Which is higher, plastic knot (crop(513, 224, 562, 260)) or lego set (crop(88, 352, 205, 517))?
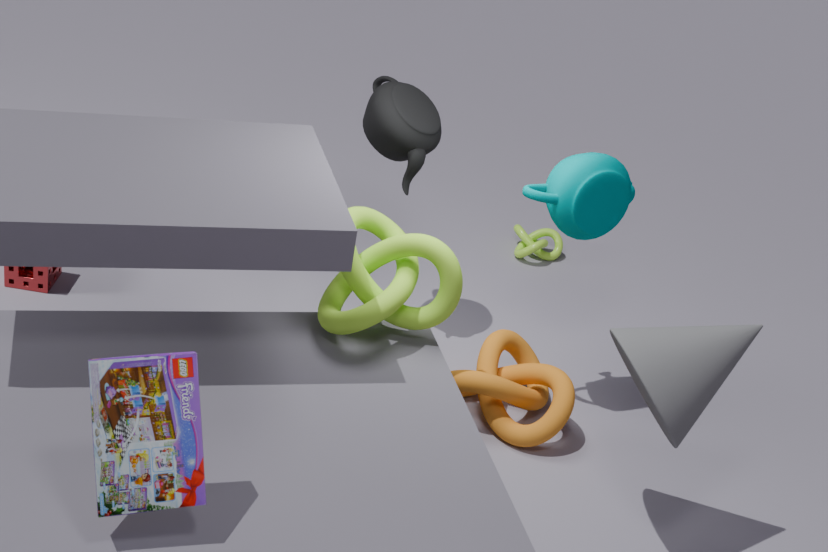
lego set (crop(88, 352, 205, 517))
